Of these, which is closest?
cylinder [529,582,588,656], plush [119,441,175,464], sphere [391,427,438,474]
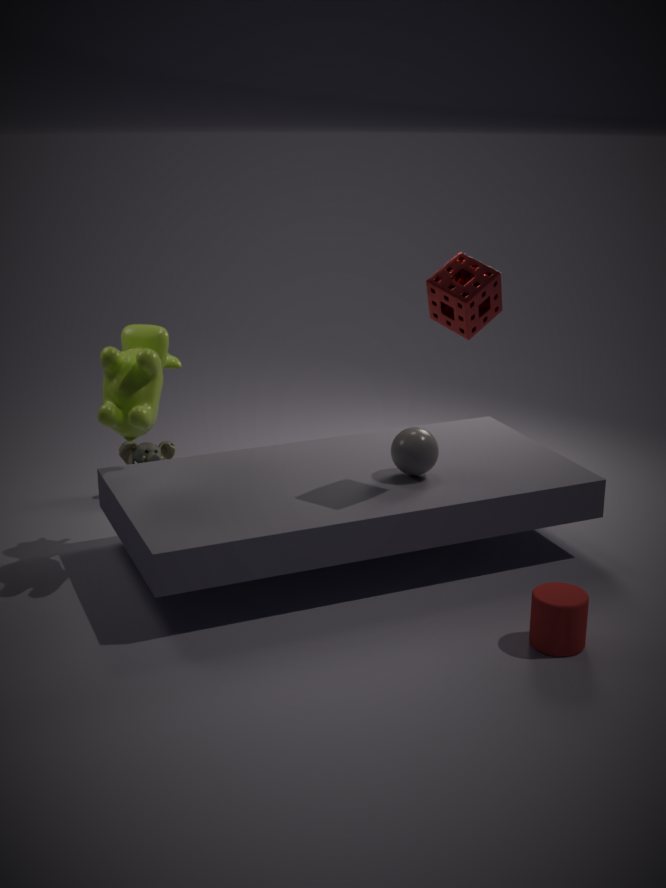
cylinder [529,582,588,656]
